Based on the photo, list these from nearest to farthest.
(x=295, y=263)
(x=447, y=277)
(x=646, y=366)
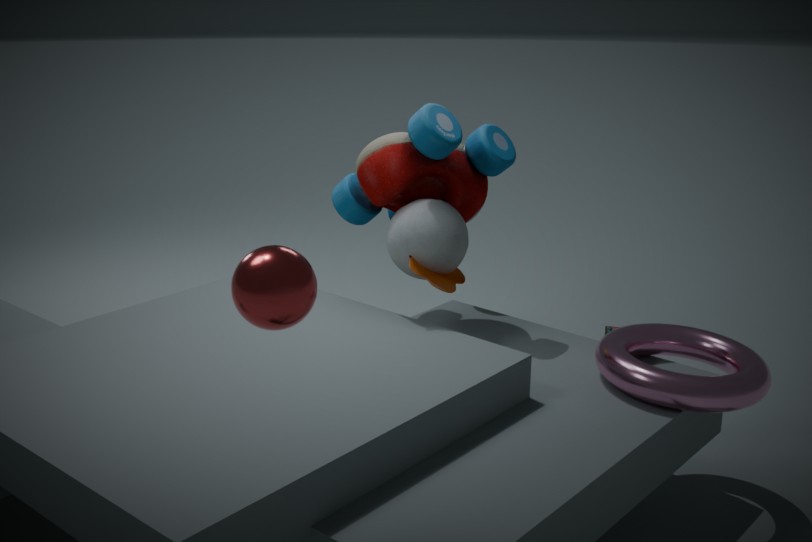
1. (x=295, y=263)
2. (x=646, y=366)
3. (x=447, y=277)
